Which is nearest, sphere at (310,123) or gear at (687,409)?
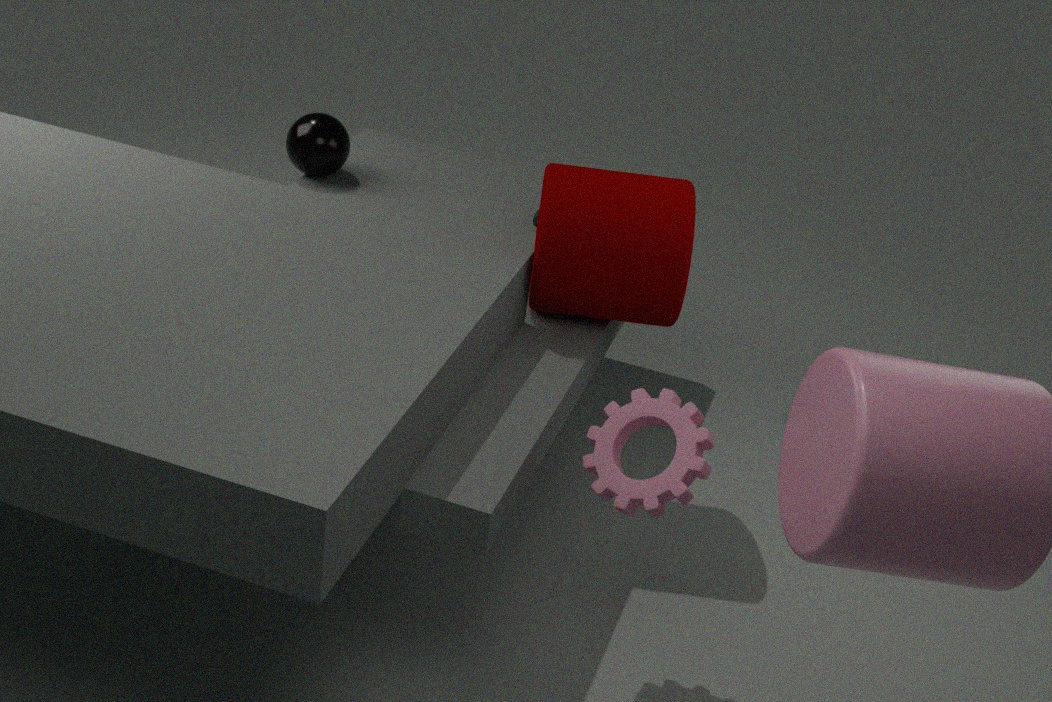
gear at (687,409)
